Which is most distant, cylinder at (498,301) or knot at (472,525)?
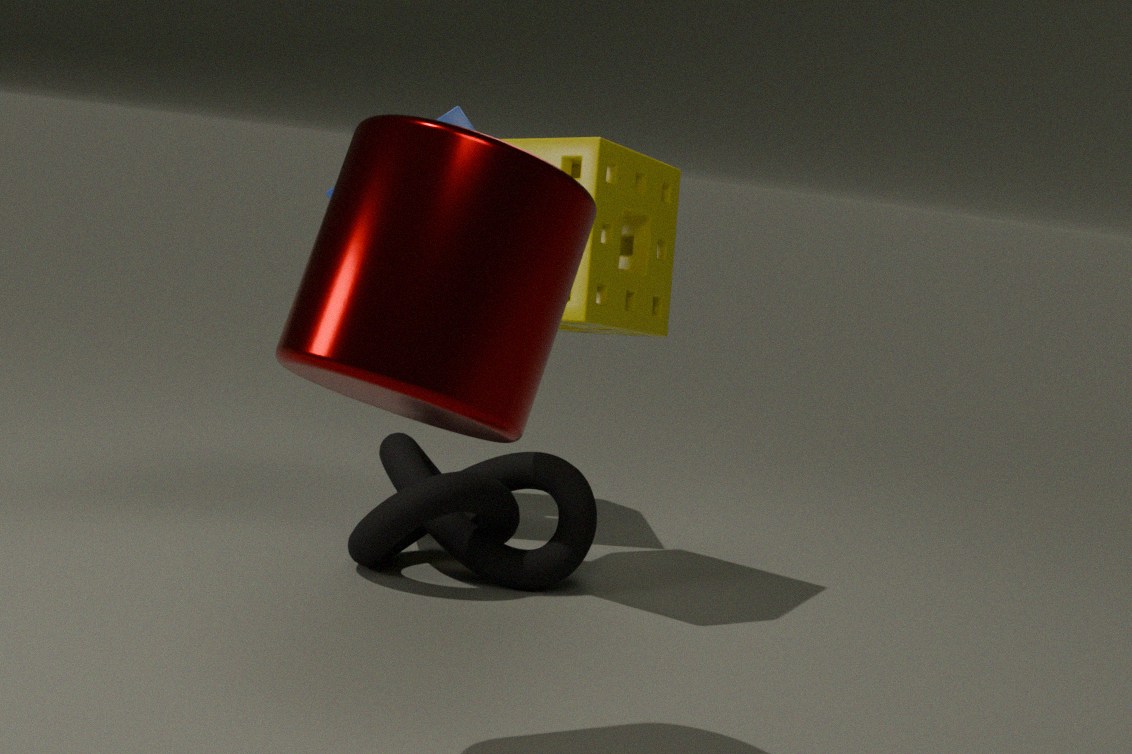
knot at (472,525)
